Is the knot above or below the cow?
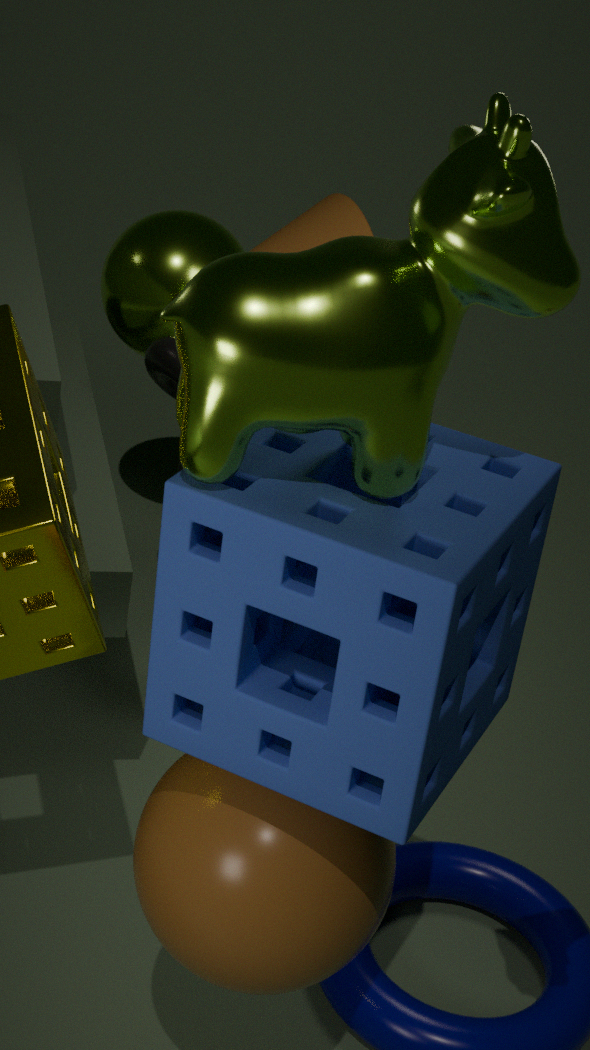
below
